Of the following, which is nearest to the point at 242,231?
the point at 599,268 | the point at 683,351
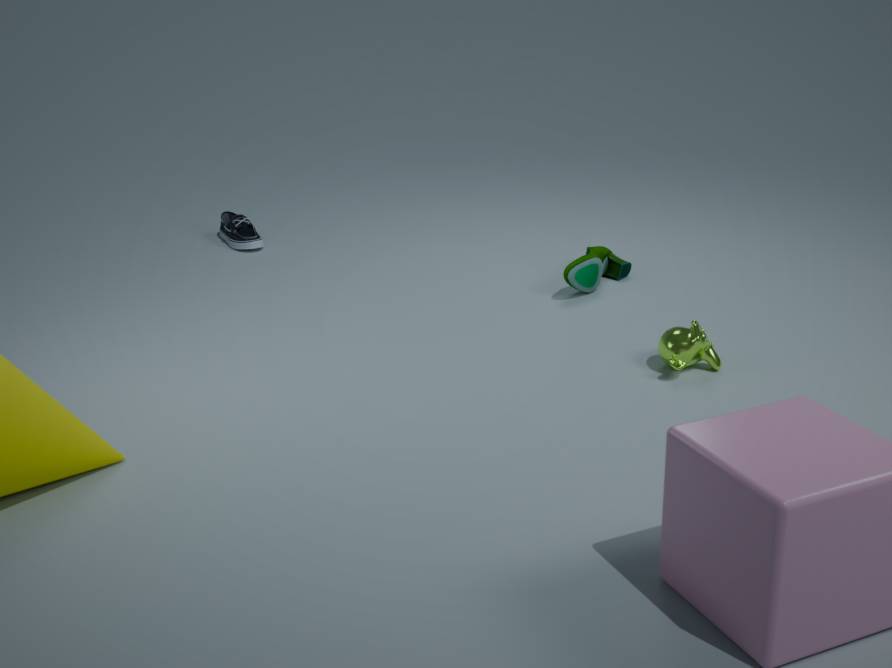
the point at 599,268
